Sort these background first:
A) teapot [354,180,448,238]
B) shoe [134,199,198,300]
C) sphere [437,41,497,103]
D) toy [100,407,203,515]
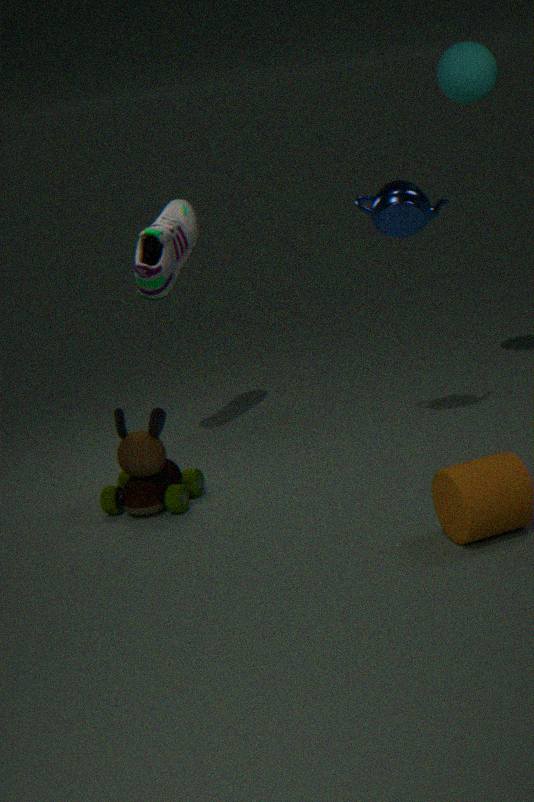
sphere [437,41,497,103]
shoe [134,199,198,300]
teapot [354,180,448,238]
toy [100,407,203,515]
